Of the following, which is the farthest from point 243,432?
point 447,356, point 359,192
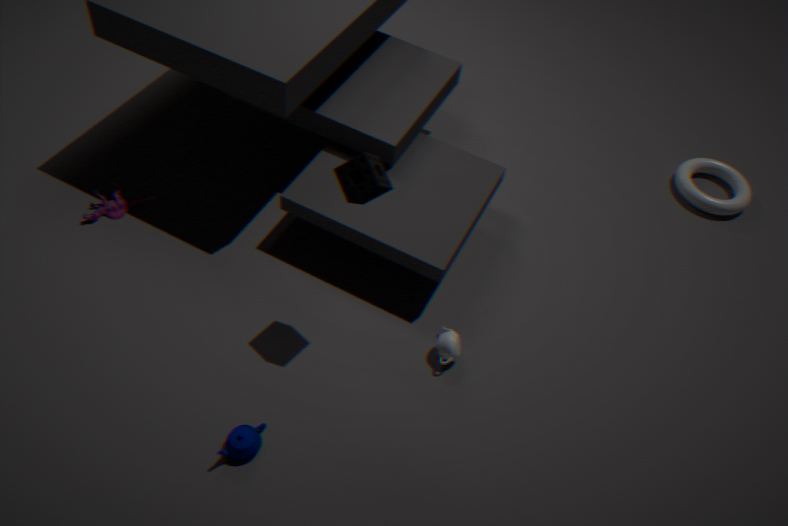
point 359,192
